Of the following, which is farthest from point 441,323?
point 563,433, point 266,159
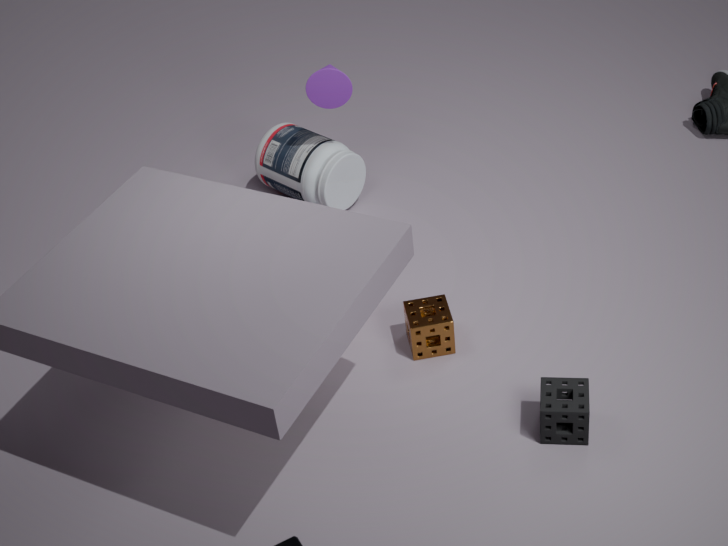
point 266,159
